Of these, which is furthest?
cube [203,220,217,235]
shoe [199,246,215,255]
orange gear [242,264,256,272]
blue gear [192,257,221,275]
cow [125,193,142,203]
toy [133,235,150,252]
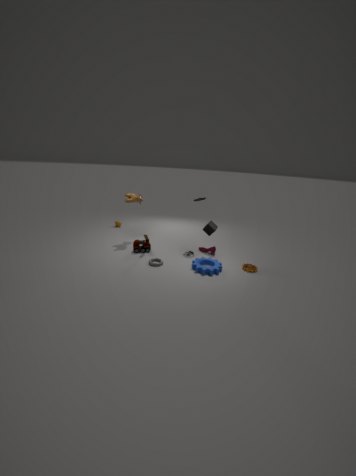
cow [125,193,142,203]
